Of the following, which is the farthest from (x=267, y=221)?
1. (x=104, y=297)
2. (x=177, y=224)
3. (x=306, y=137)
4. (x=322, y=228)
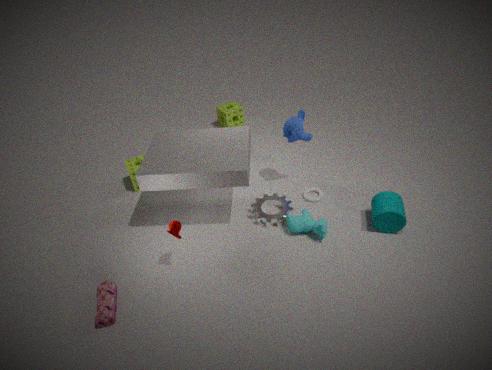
(x=104, y=297)
